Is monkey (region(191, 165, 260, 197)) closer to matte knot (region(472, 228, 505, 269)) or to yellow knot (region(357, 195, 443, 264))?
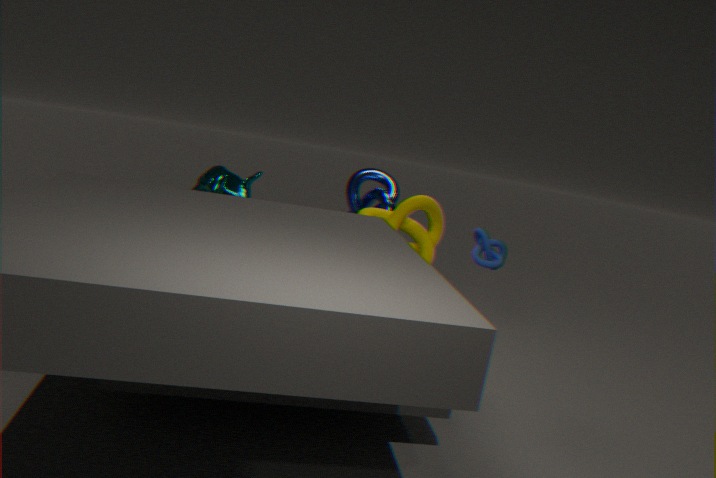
yellow knot (region(357, 195, 443, 264))
